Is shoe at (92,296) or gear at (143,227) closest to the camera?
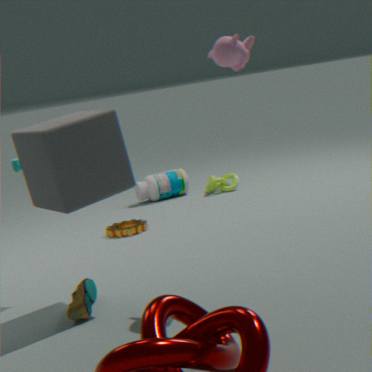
shoe at (92,296)
